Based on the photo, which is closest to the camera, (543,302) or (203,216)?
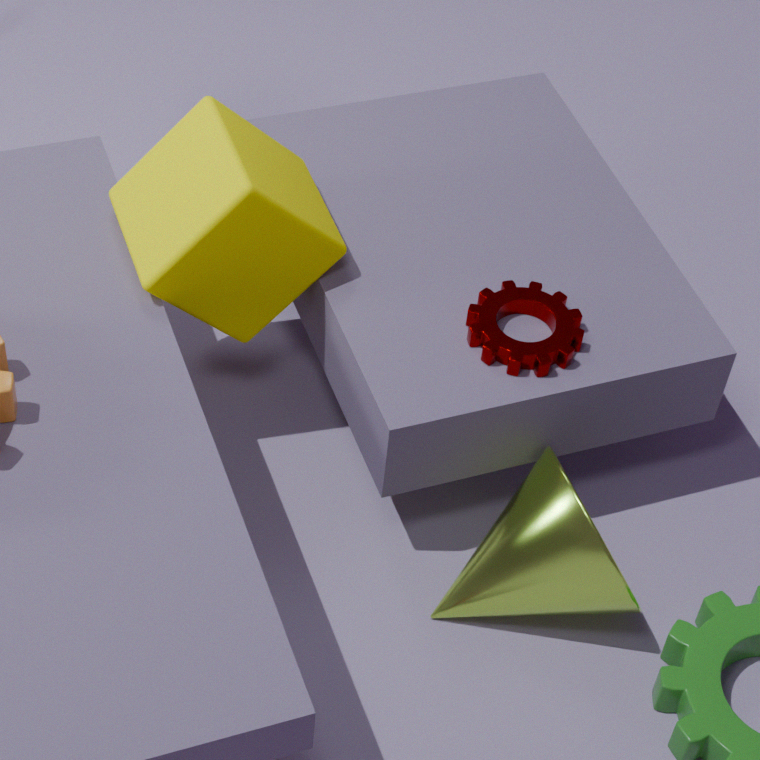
(203,216)
